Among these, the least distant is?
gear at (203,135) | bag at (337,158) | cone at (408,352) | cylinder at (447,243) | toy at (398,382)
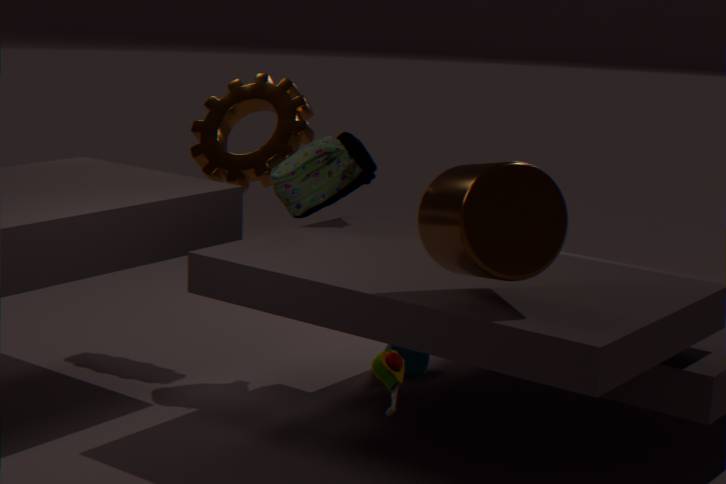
toy at (398,382)
